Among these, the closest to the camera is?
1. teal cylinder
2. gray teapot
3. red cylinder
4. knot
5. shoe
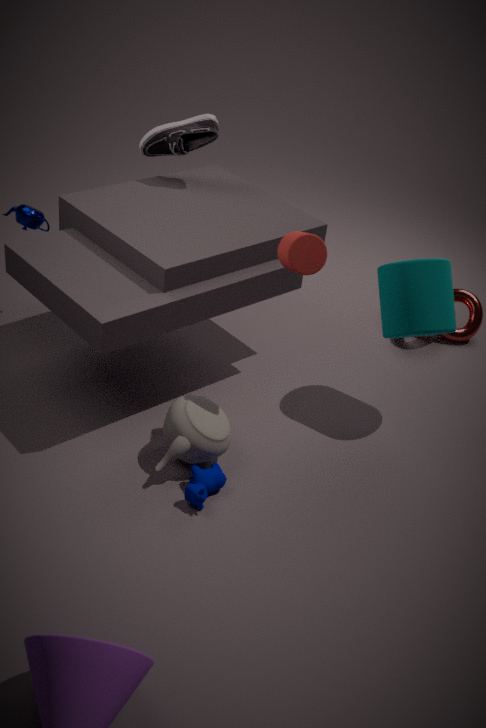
red cylinder
